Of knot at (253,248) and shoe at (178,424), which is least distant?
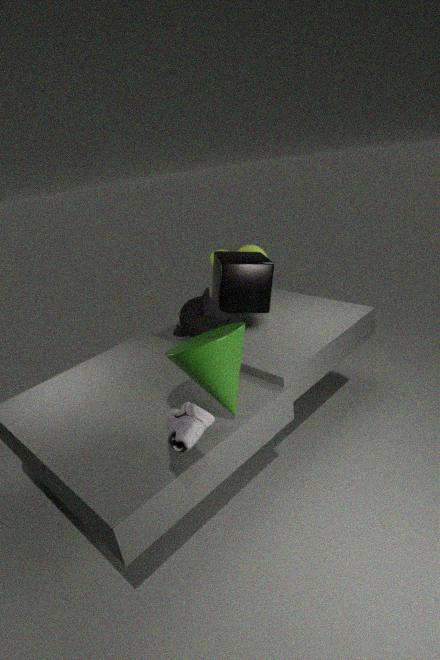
shoe at (178,424)
